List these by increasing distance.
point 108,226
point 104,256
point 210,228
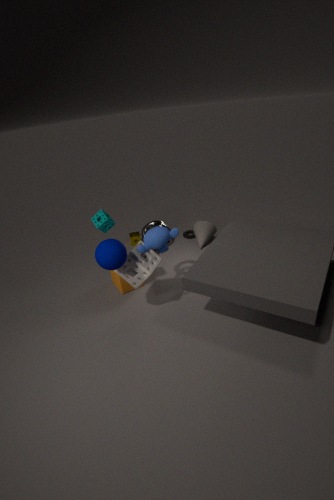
point 104,256
point 108,226
point 210,228
